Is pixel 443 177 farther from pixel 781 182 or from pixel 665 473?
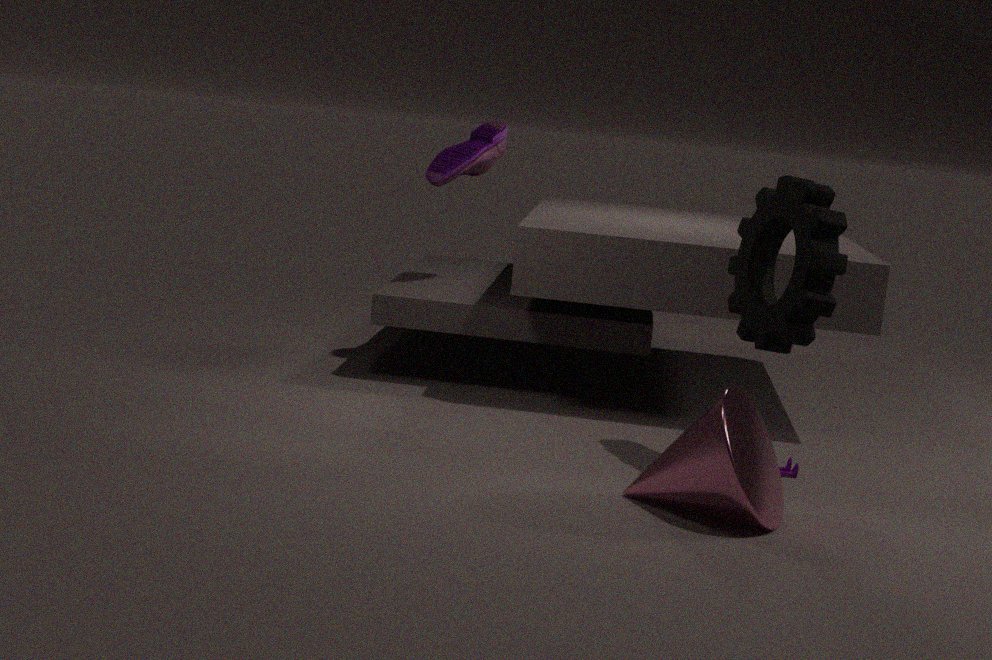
pixel 665 473
